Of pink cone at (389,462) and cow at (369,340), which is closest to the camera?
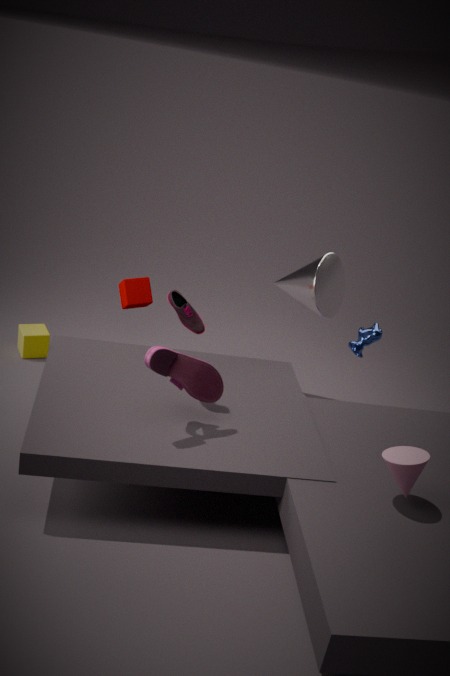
pink cone at (389,462)
